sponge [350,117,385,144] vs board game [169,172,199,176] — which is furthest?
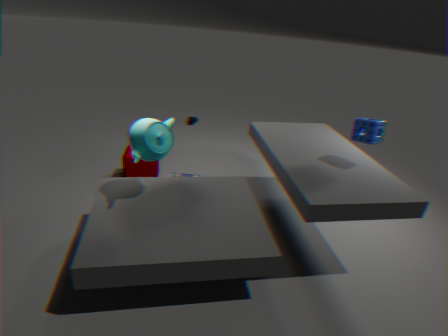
board game [169,172,199,176]
